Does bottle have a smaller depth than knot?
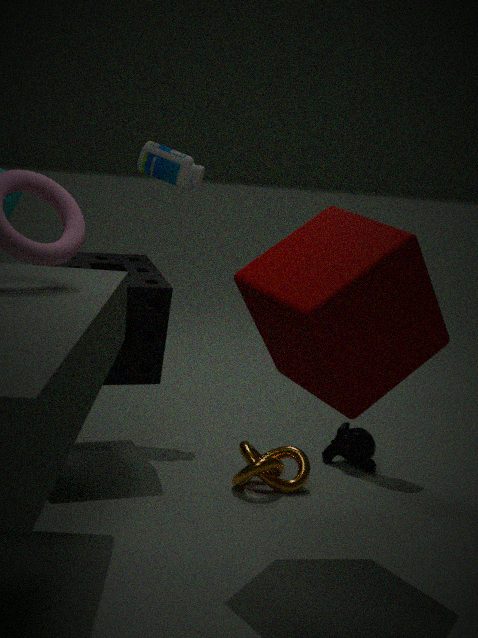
No
